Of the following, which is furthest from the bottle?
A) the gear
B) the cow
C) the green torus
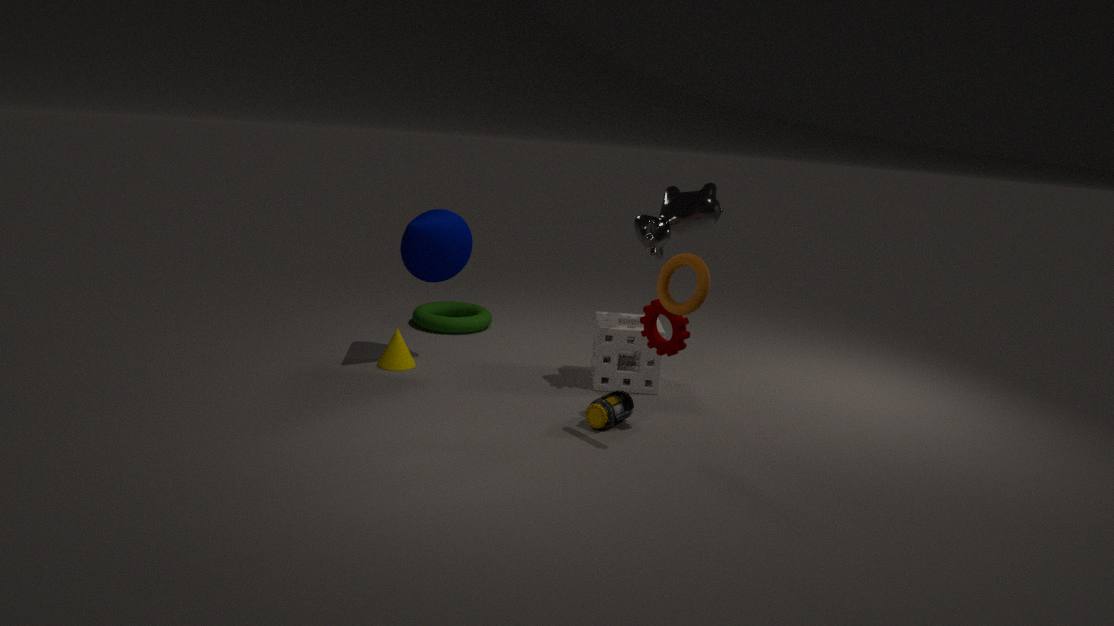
the green torus
